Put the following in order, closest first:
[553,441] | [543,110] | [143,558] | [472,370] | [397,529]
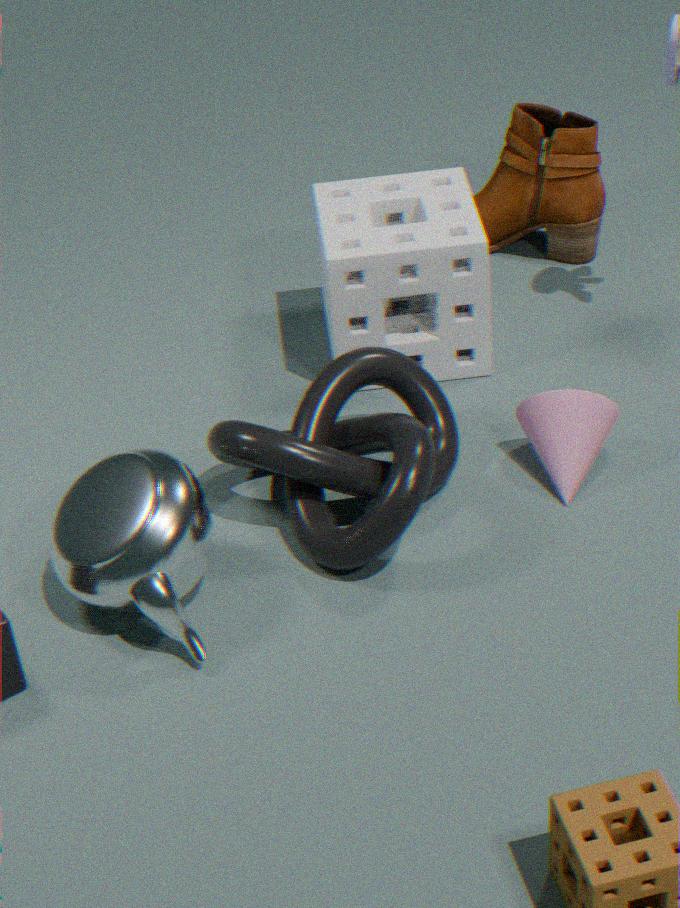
[143,558] → [397,529] → [553,441] → [472,370] → [543,110]
